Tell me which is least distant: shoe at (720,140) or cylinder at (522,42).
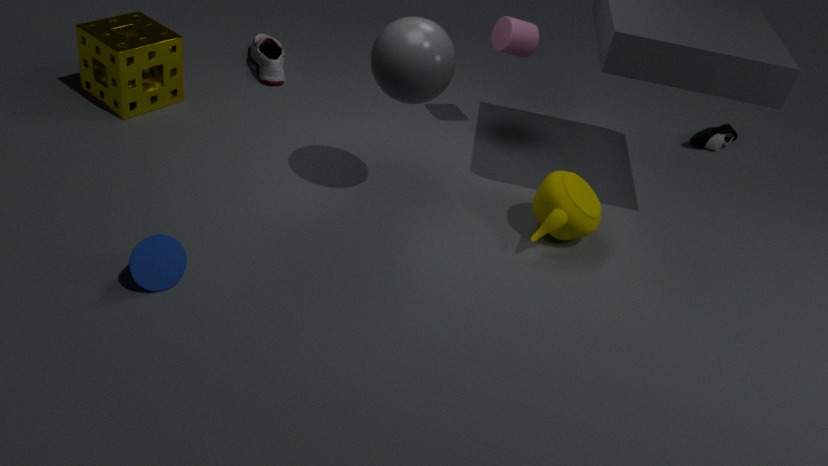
cylinder at (522,42)
